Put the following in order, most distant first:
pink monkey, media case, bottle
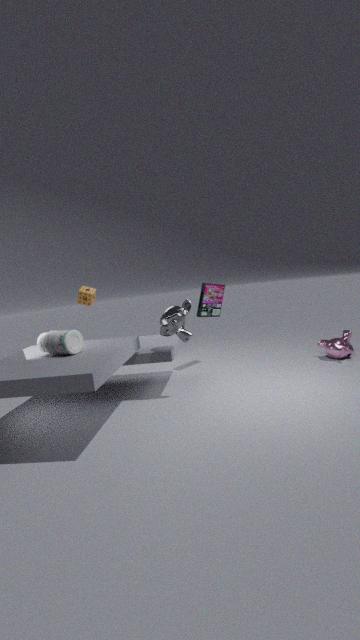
media case, pink monkey, bottle
